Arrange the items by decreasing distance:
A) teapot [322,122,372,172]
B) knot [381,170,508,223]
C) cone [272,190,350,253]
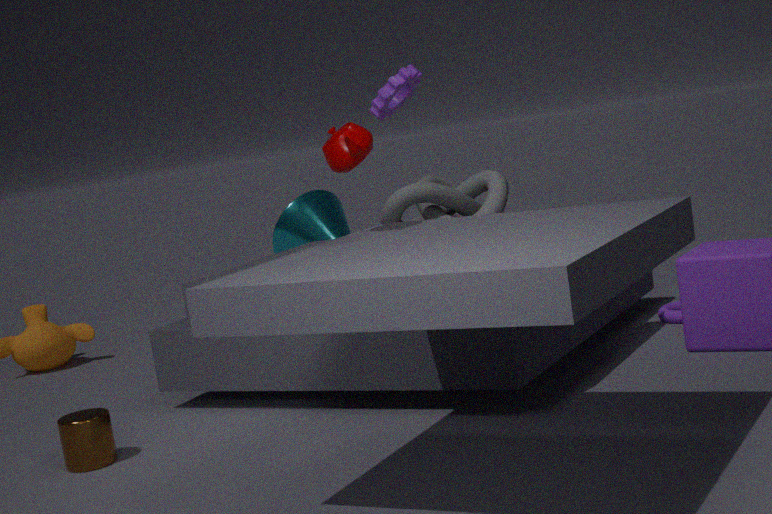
cone [272,190,350,253]
knot [381,170,508,223]
teapot [322,122,372,172]
